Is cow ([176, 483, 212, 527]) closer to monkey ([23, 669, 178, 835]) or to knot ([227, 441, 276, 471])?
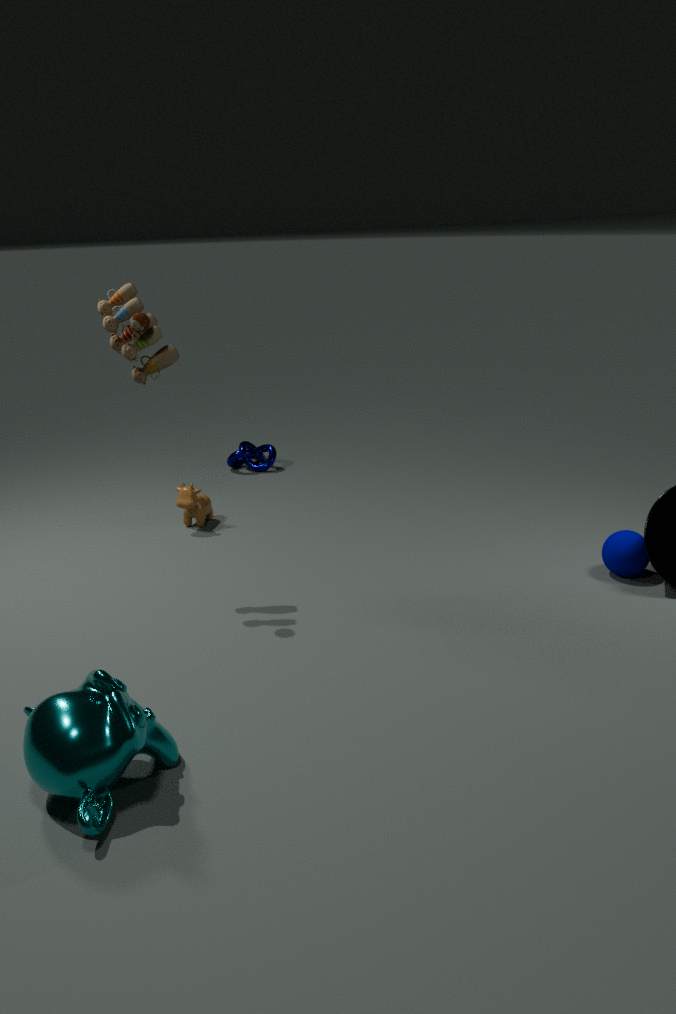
knot ([227, 441, 276, 471])
